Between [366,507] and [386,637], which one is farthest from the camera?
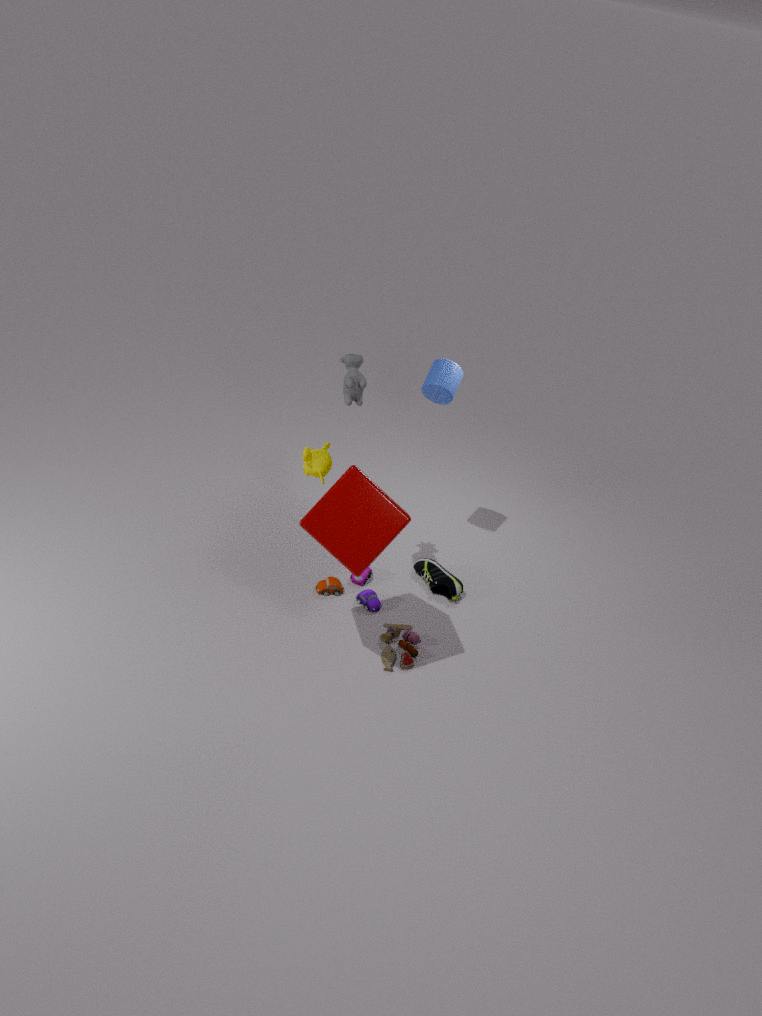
[386,637]
